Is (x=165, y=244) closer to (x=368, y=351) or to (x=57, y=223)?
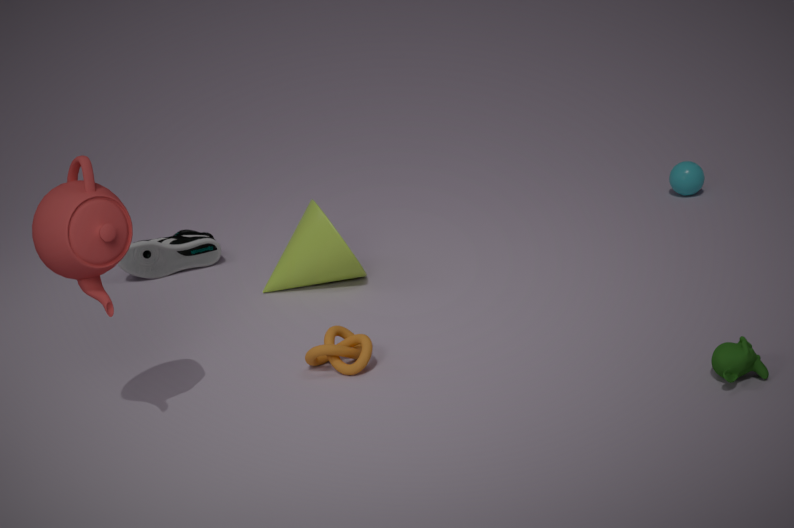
(x=368, y=351)
